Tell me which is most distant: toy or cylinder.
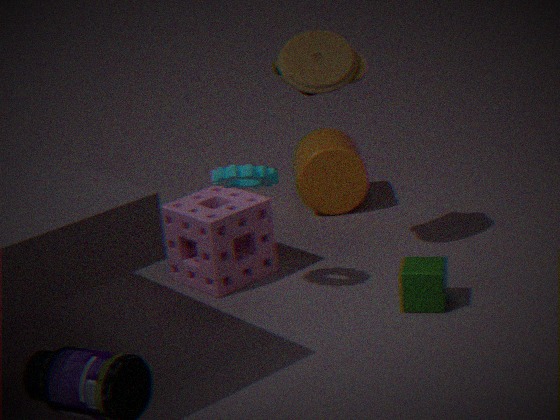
cylinder
